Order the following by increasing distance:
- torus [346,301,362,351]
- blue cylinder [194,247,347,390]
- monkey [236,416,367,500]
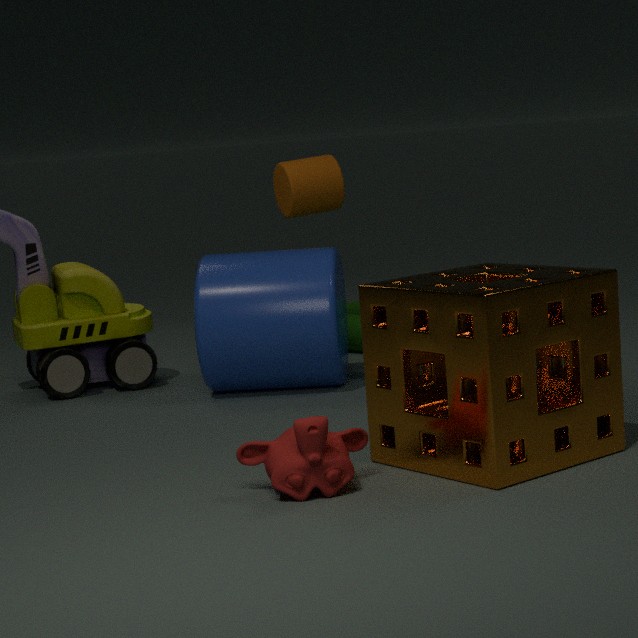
monkey [236,416,367,500]
blue cylinder [194,247,347,390]
torus [346,301,362,351]
